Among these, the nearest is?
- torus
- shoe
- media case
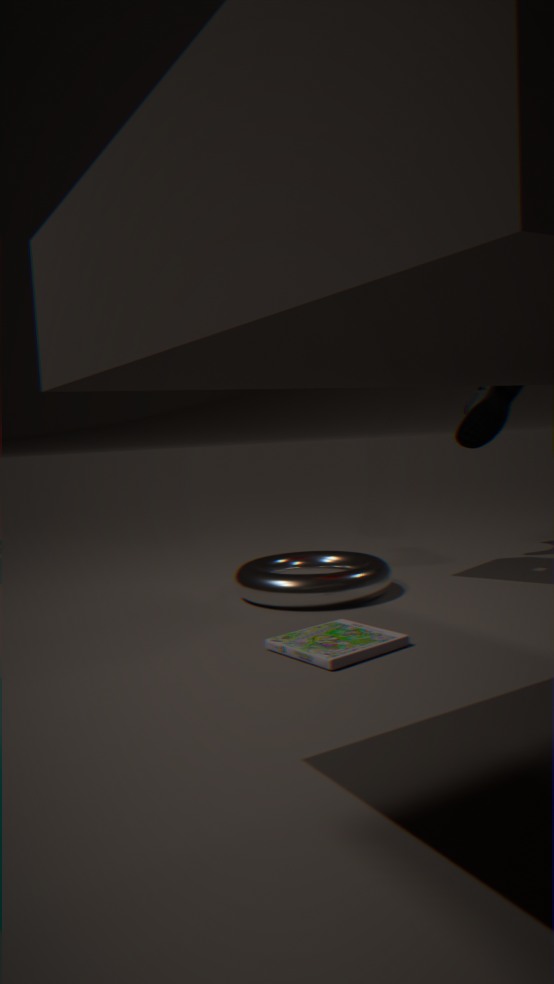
media case
